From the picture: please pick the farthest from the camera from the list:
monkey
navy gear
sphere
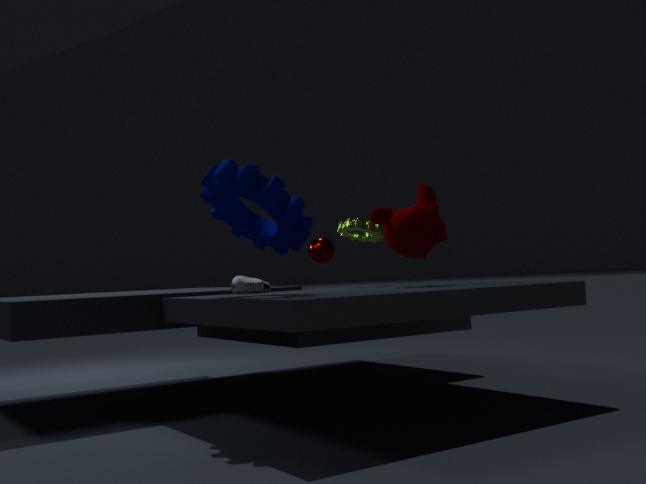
sphere
